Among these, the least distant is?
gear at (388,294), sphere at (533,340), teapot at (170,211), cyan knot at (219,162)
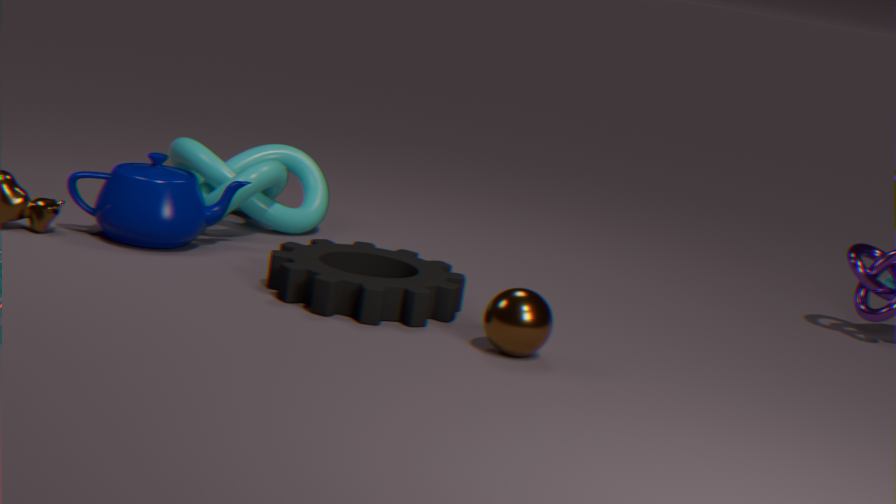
sphere at (533,340)
